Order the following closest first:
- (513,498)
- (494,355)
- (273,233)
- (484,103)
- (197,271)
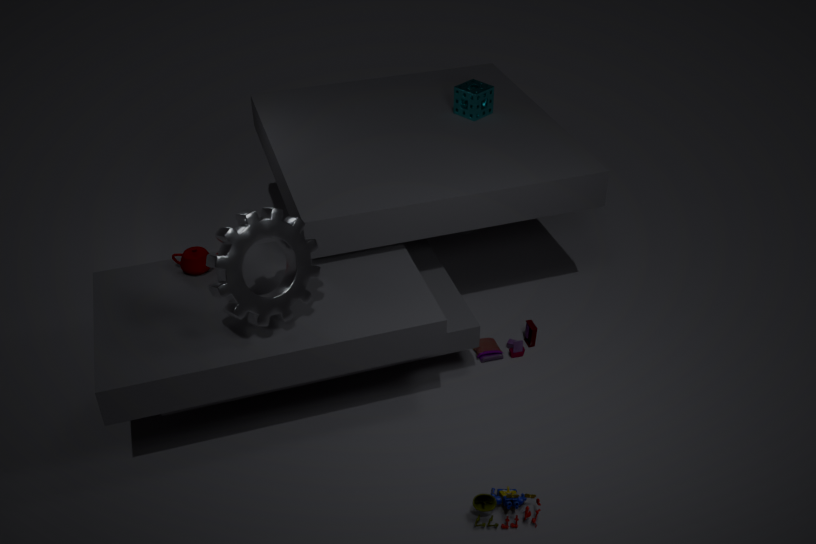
1. (273,233)
2. (513,498)
3. (197,271)
4. (494,355)
5. (484,103)
